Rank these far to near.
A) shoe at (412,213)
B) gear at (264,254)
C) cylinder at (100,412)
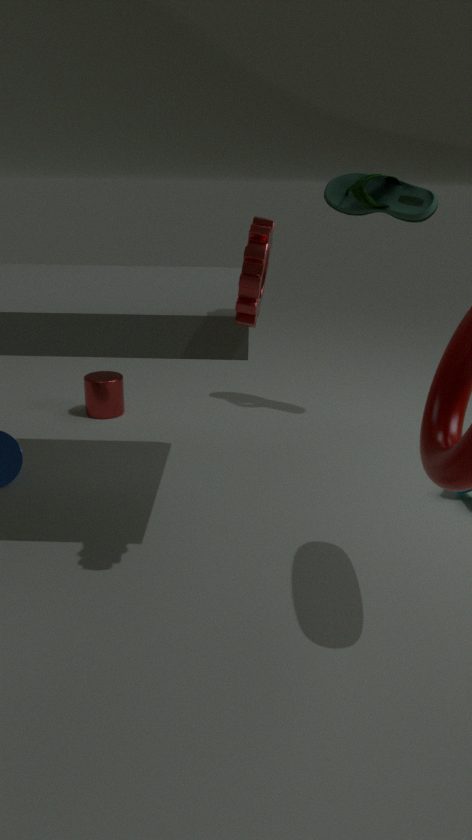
cylinder at (100,412), shoe at (412,213), gear at (264,254)
